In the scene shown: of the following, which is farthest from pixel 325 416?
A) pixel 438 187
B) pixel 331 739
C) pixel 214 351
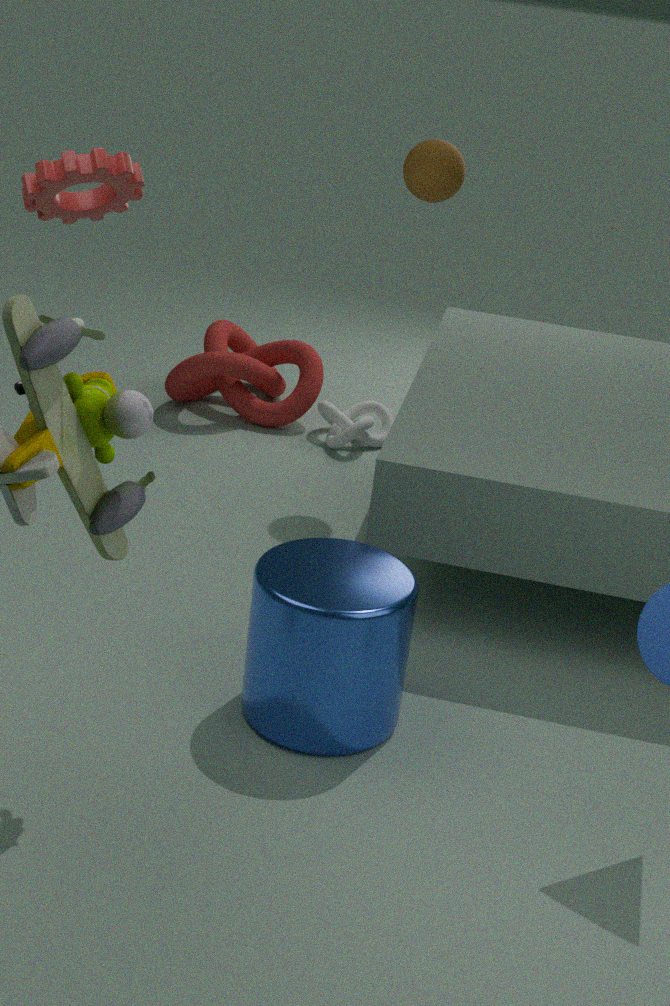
pixel 331 739
